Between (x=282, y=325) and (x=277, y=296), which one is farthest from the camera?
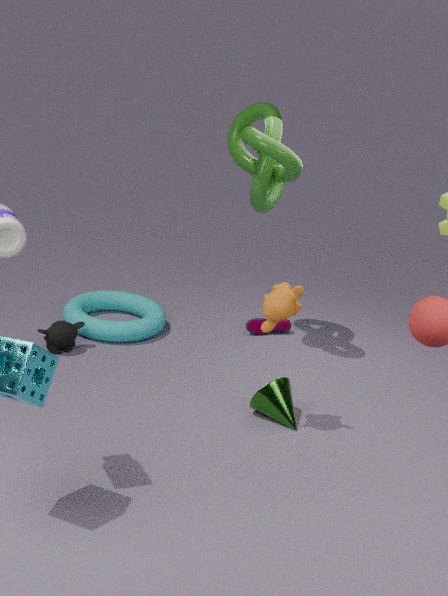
(x=282, y=325)
